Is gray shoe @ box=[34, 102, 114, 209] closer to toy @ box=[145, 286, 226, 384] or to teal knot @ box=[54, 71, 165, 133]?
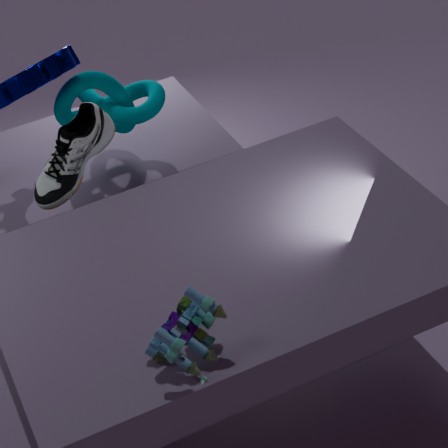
teal knot @ box=[54, 71, 165, 133]
